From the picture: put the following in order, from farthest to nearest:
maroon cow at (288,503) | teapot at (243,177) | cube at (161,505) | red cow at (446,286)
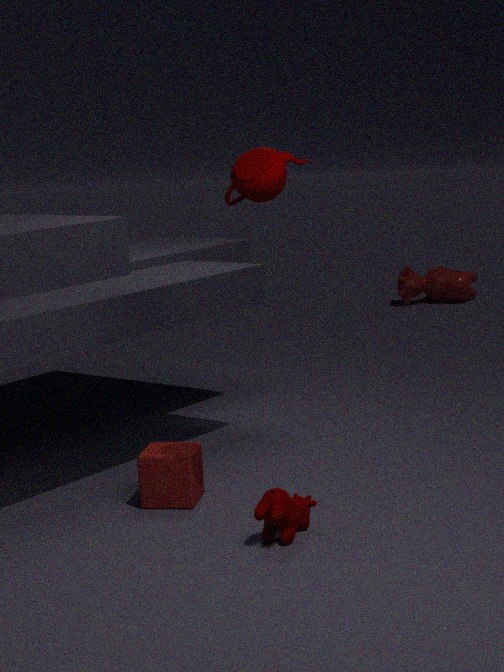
red cow at (446,286), cube at (161,505), maroon cow at (288,503), teapot at (243,177)
